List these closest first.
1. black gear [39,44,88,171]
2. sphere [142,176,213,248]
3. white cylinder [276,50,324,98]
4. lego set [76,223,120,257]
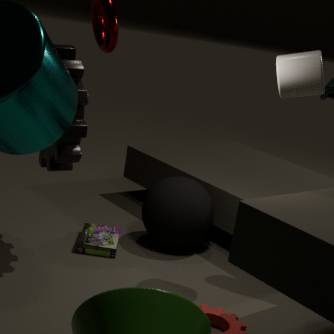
black gear [39,44,88,171], white cylinder [276,50,324,98], lego set [76,223,120,257], sphere [142,176,213,248]
